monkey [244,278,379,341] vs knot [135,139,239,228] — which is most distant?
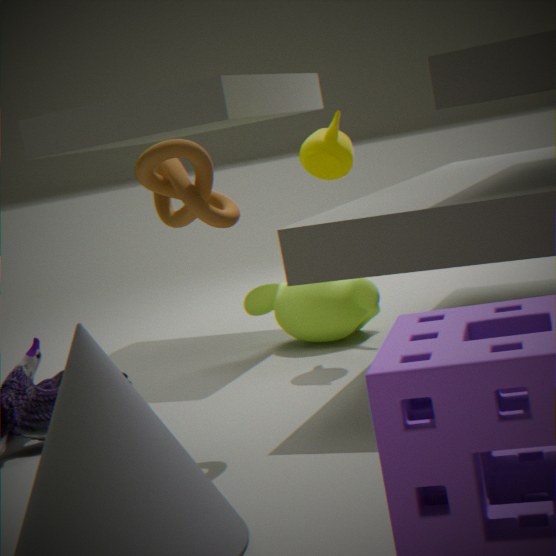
monkey [244,278,379,341]
